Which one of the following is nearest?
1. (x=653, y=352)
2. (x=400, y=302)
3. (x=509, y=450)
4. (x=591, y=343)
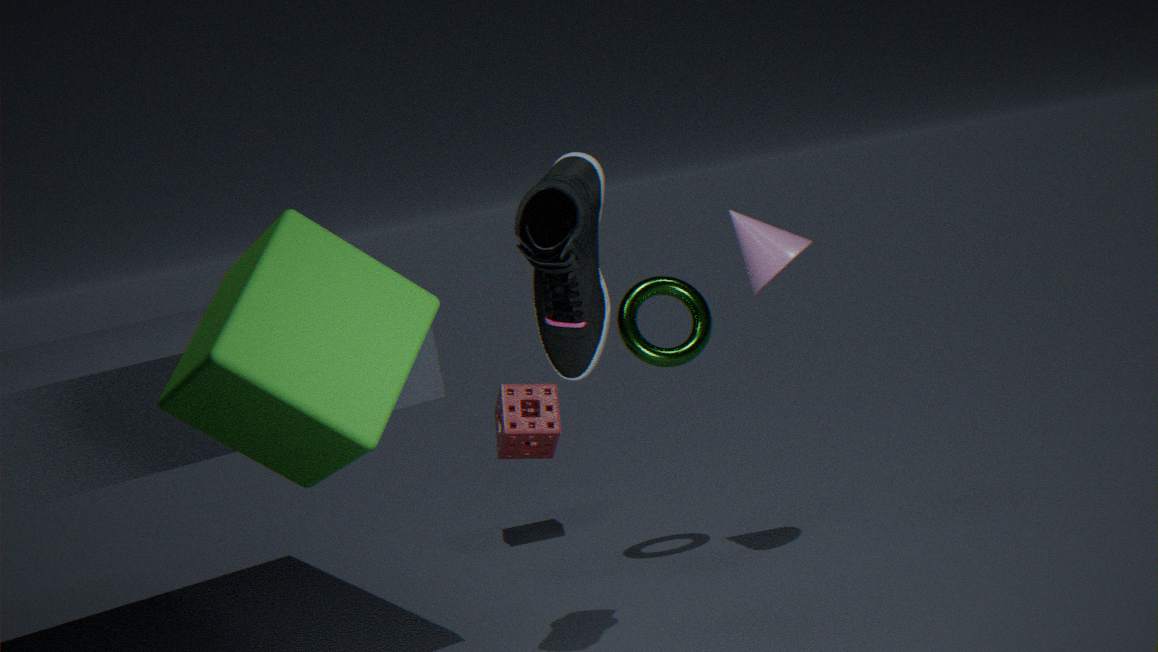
(x=400, y=302)
